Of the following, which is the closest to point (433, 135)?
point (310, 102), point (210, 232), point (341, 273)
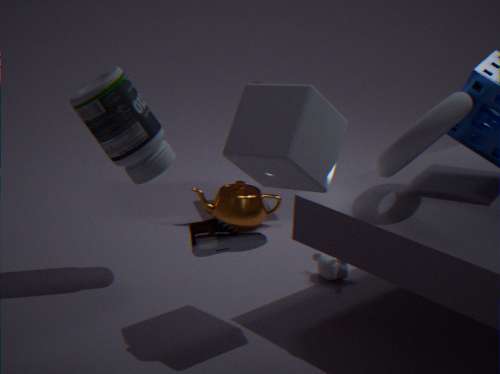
point (310, 102)
